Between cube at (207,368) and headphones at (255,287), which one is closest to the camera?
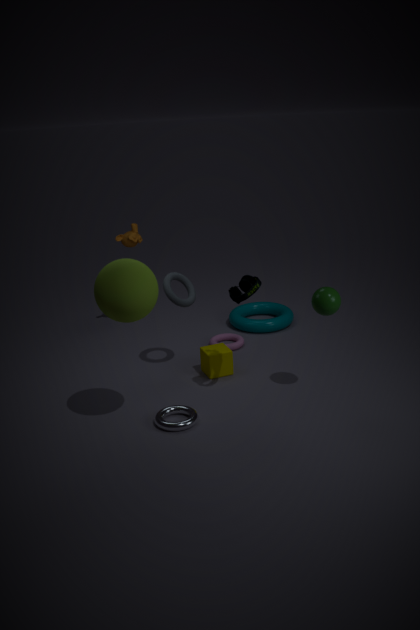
headphones at (255,287)
